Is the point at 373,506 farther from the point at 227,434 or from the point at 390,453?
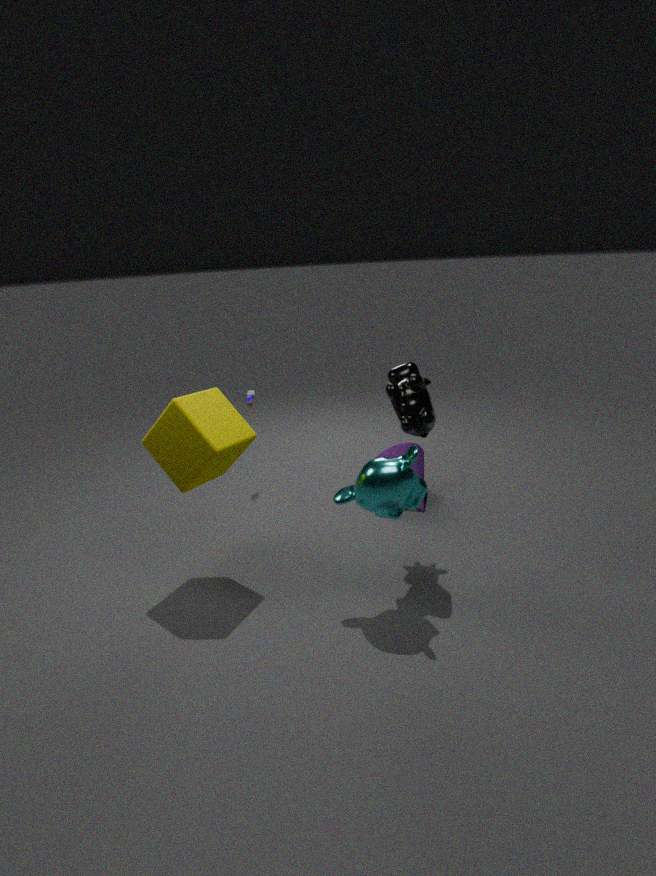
the point at 390,453
